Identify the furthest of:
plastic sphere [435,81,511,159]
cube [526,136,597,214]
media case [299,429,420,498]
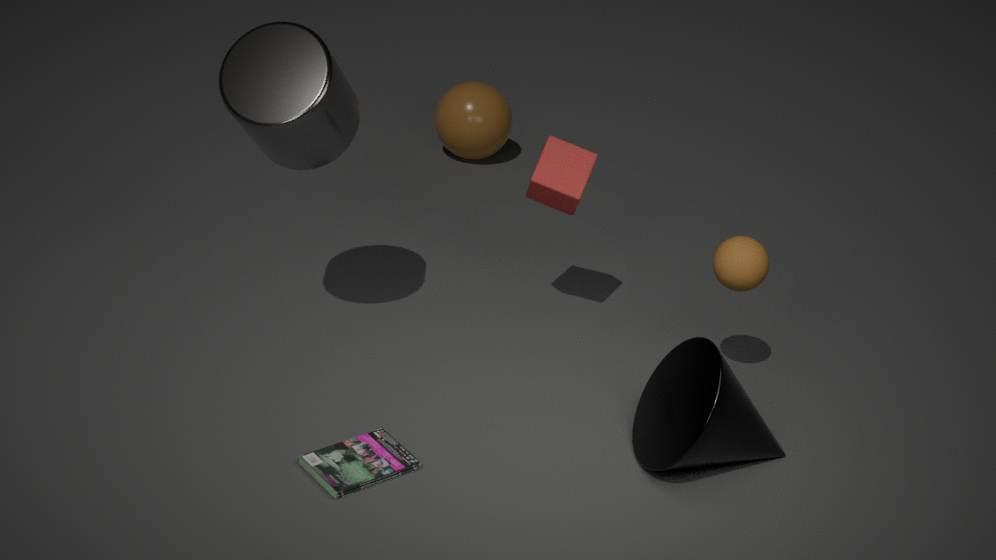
plastic sphere [435,81,511,159]
